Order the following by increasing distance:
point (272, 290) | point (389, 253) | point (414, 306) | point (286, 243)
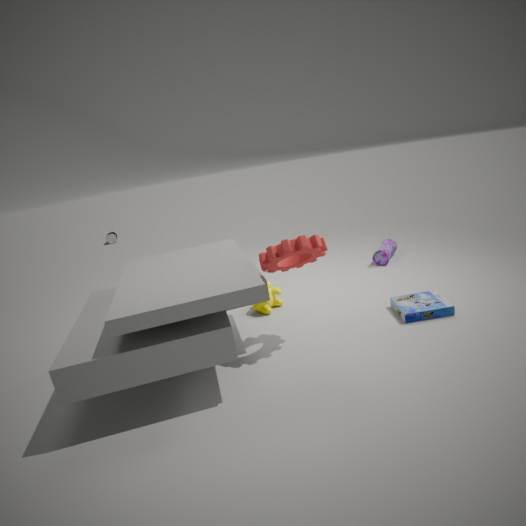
1. point (286, 243)
2. point (414, 306)
3. point (272, 290)
4. point (389, 253)
